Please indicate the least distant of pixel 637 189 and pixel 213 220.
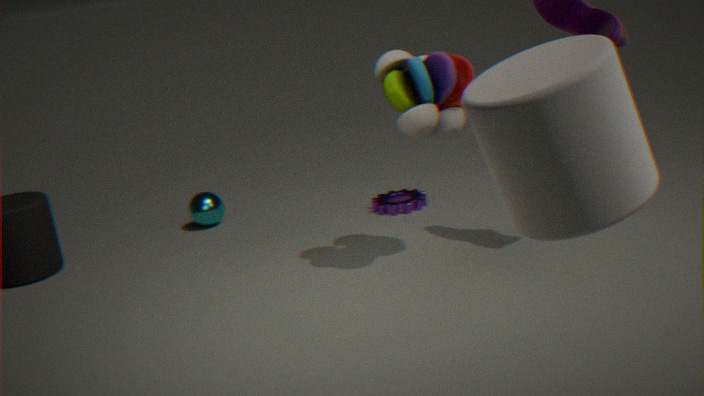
pixel 637 189
